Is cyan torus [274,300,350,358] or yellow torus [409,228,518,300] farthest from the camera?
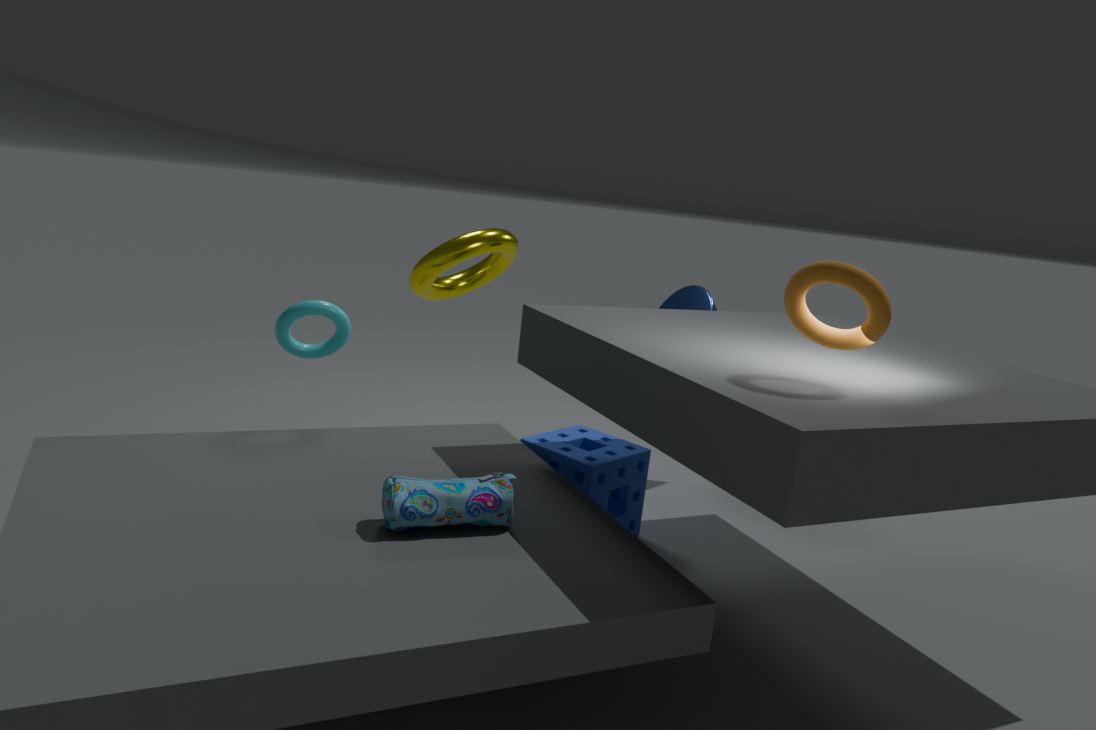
yellow torus [409,228,518,300]
